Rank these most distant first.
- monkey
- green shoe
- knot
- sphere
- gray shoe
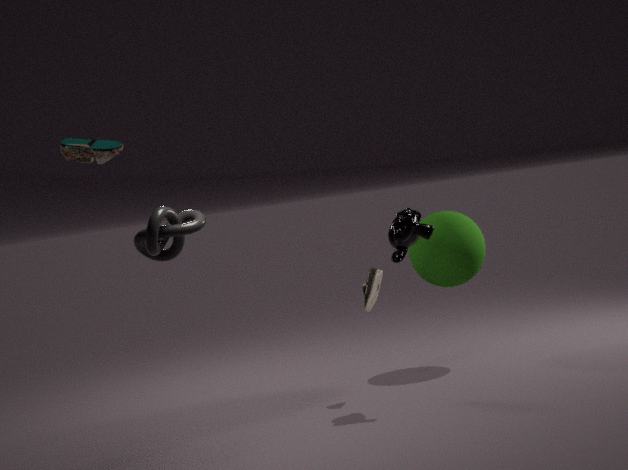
sphere, gray shoe, monkey, knot, green shoe
